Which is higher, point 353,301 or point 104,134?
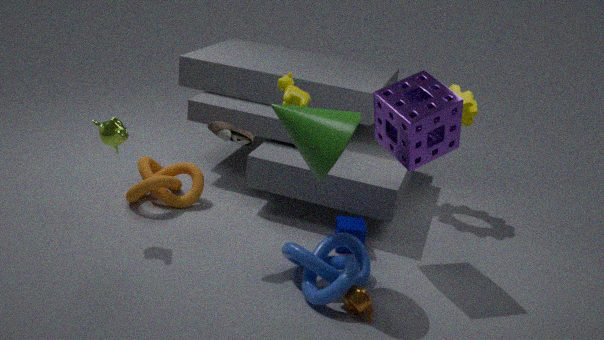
point 104,134
